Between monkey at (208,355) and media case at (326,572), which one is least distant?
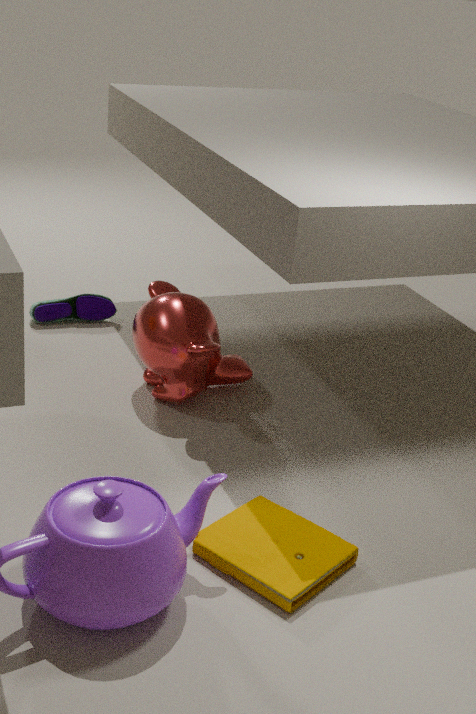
media case at (326,572)
